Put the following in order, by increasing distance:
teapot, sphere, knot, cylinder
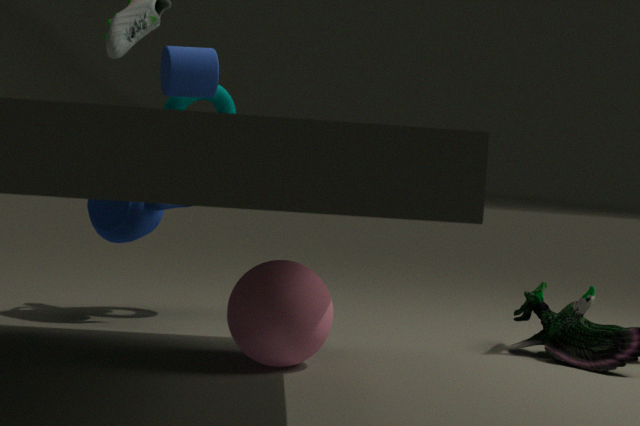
sphere → cylinder → teapot → knot
